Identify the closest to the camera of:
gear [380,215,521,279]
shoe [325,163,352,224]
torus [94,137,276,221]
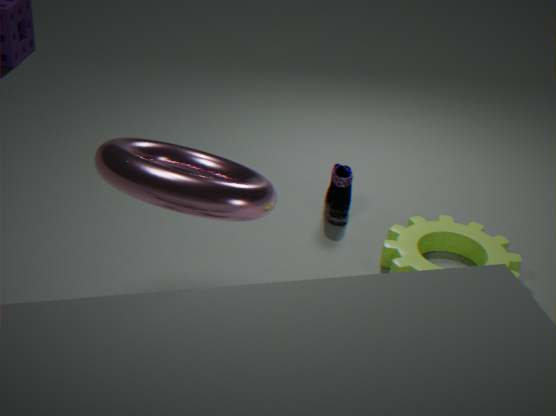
torus [94,137,276,221]
